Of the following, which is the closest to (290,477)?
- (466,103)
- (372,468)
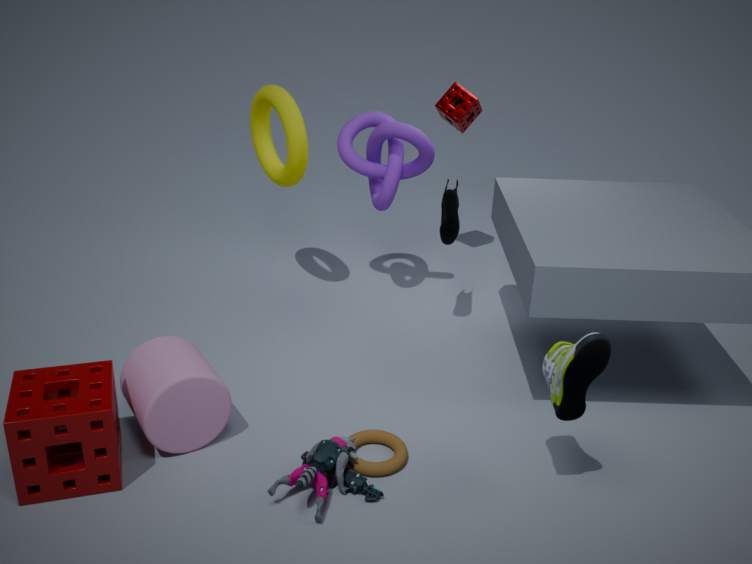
(372,468)
